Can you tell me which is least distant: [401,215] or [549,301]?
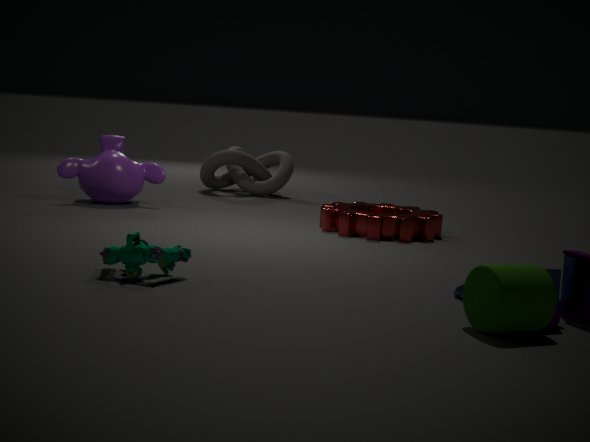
[549,301]
